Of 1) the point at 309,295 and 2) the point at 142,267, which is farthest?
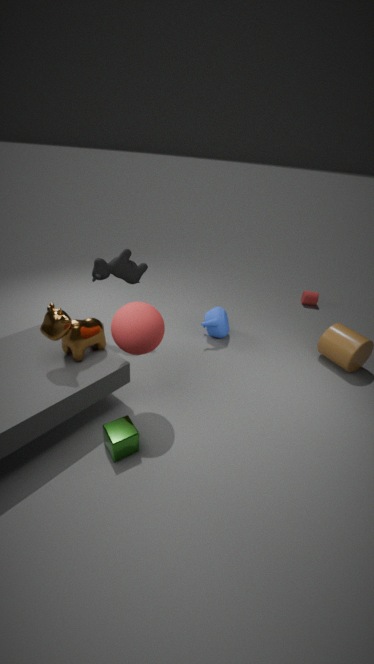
→ 1. the point at 309,295
